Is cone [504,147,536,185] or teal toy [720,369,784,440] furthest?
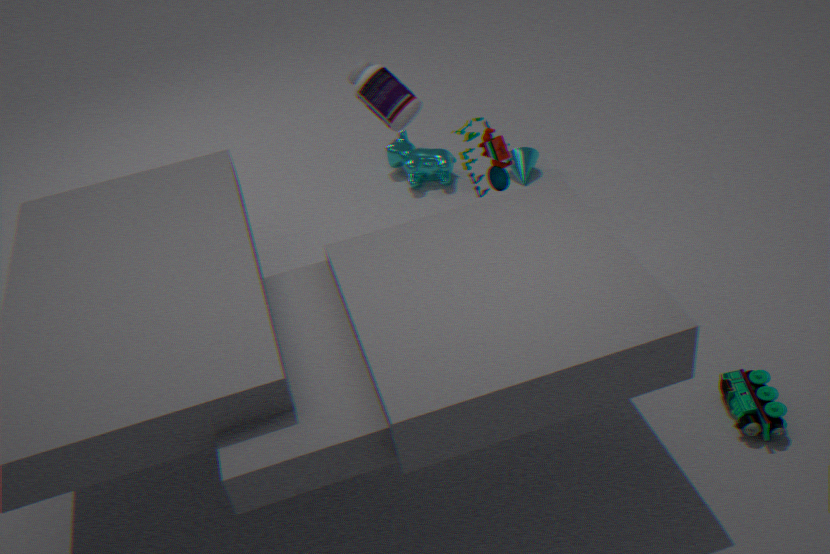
cone [504,147,536,185]
